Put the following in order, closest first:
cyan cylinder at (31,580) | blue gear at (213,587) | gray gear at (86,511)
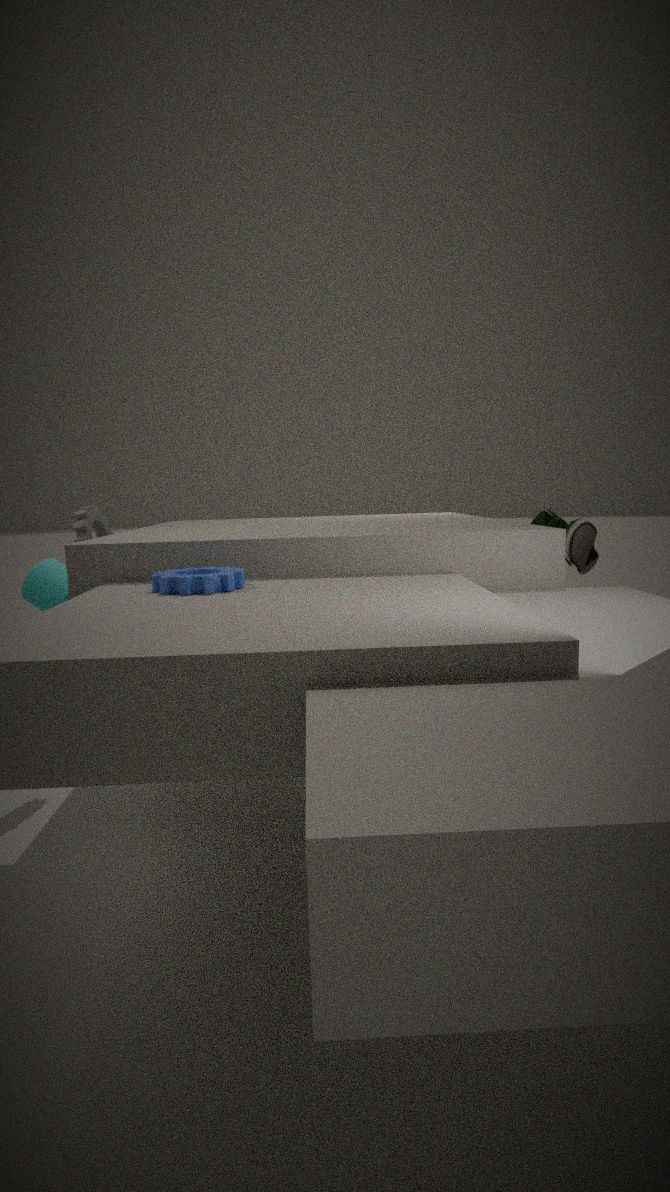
blue gear at (213,587) → cyan cylinder at (31,580) → gray gear at (86,511)
